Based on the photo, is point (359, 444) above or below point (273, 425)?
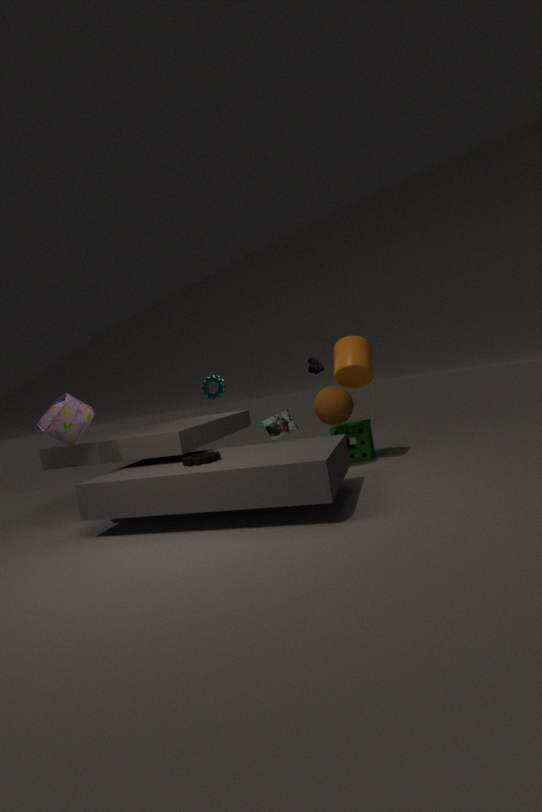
below
